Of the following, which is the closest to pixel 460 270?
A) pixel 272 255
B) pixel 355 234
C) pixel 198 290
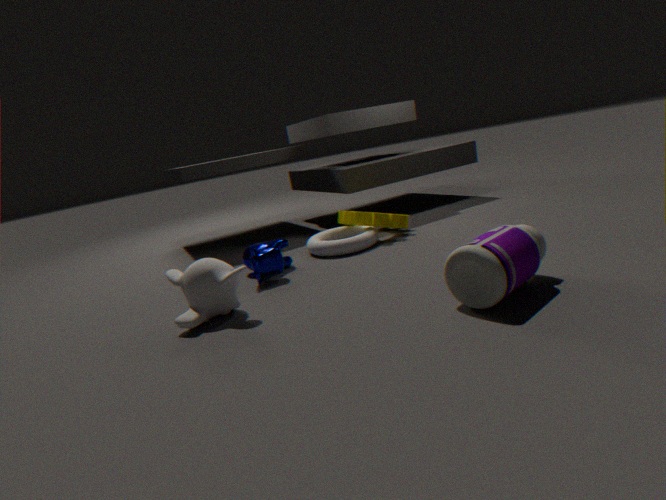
pixel 198 290
